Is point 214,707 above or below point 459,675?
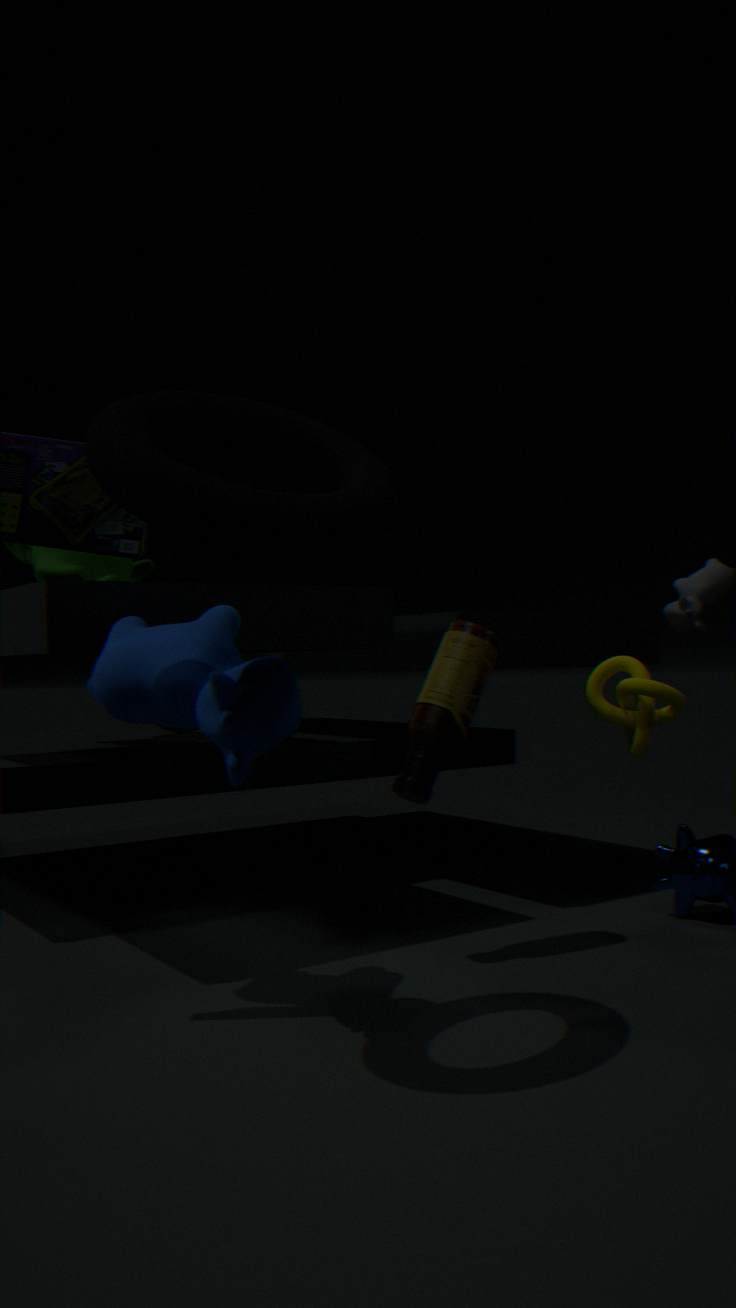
above
